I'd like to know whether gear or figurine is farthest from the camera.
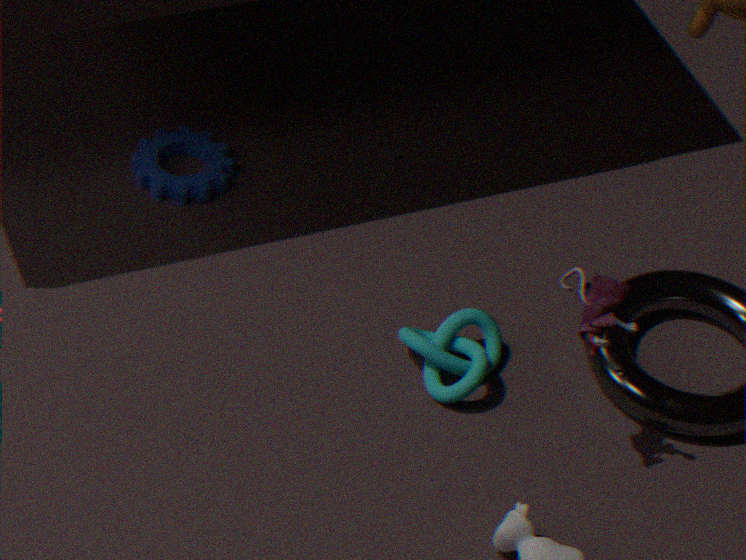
gear
